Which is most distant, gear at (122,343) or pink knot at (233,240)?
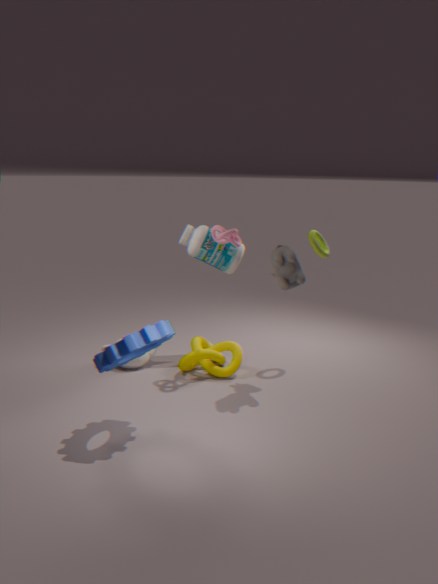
pink knot at (233,240)
